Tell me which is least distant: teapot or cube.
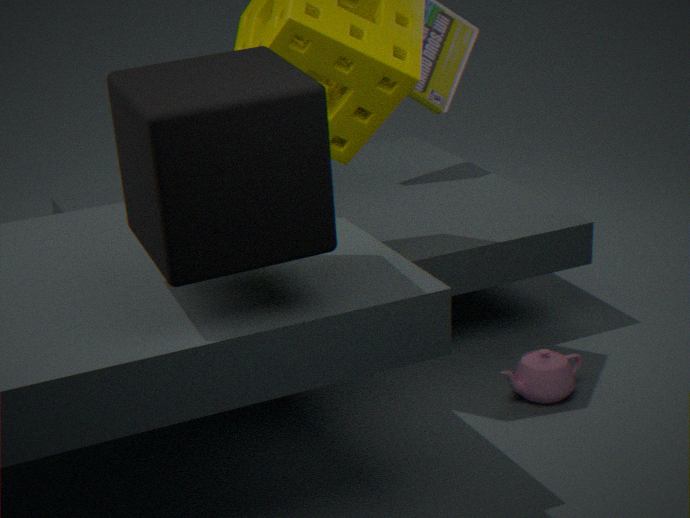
cube
